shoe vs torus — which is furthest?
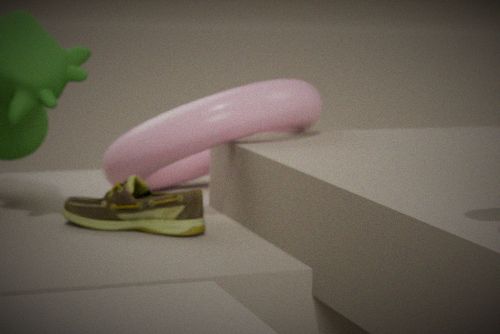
torus
